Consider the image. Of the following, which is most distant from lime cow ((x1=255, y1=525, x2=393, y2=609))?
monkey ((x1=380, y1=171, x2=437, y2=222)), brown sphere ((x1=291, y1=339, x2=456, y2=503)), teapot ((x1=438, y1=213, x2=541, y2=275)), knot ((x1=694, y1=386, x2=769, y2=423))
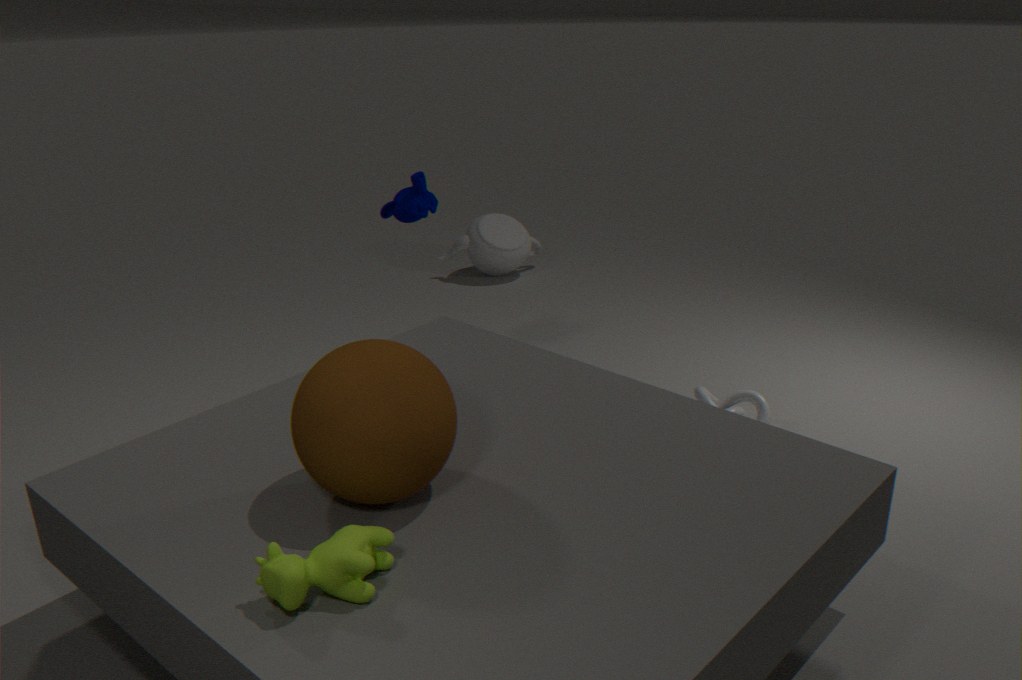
teapot ((x1=438, y1=213, x2=541, y2=275))
